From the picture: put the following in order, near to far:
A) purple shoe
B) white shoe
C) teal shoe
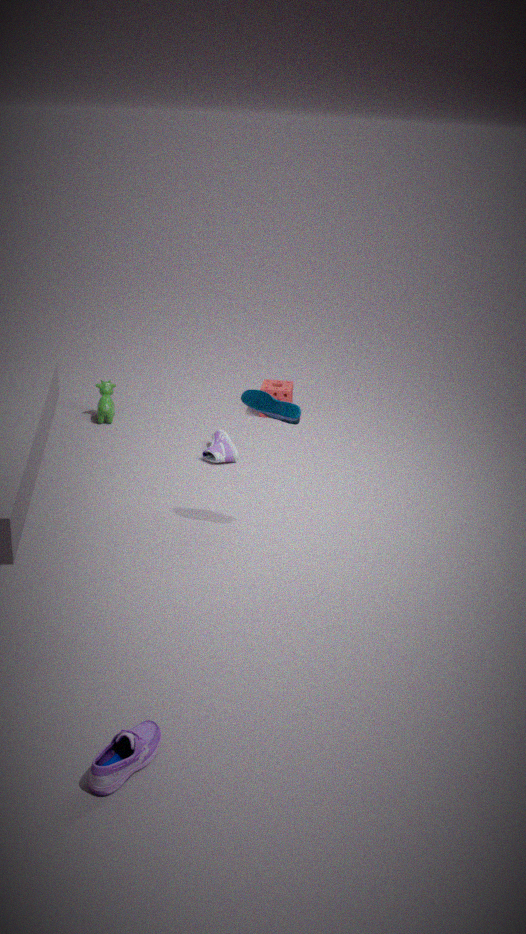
purple shoe
teal shoe
white shoe
